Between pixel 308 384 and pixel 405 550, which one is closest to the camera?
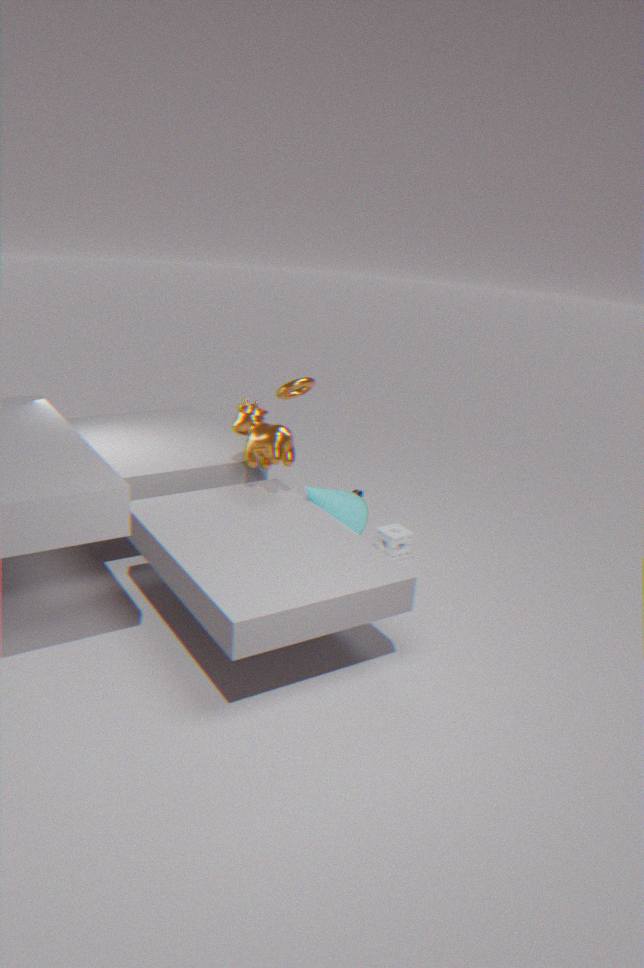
pixel 308 384
